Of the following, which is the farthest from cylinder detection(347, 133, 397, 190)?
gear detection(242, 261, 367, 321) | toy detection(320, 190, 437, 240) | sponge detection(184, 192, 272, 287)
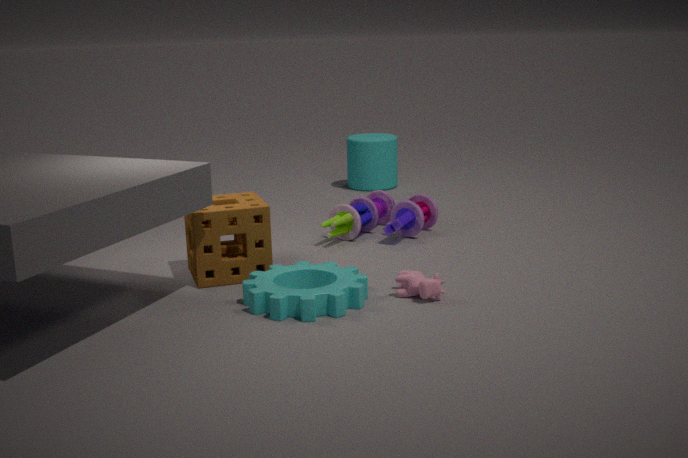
gear detection(242, 261, 367, 321)
